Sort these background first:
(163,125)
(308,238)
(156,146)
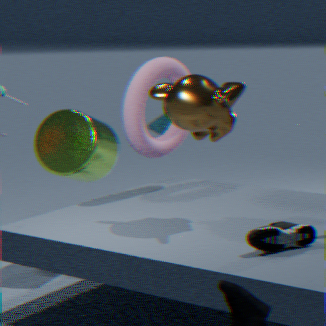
(163,125), (156,146), (308,238)
